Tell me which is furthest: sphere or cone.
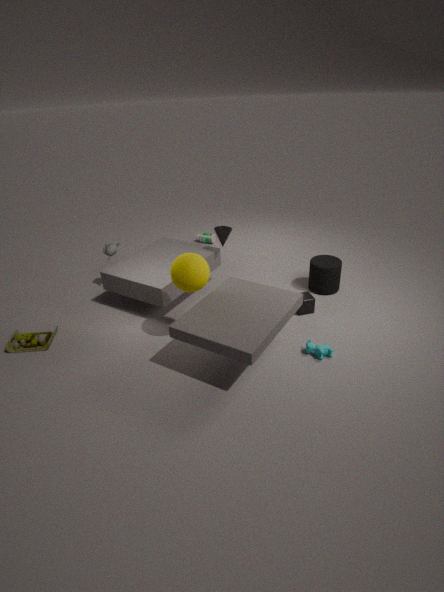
cone
